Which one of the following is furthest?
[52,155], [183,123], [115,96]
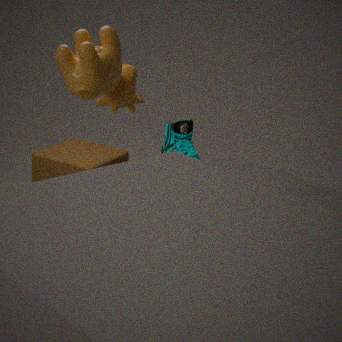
[52,155]
